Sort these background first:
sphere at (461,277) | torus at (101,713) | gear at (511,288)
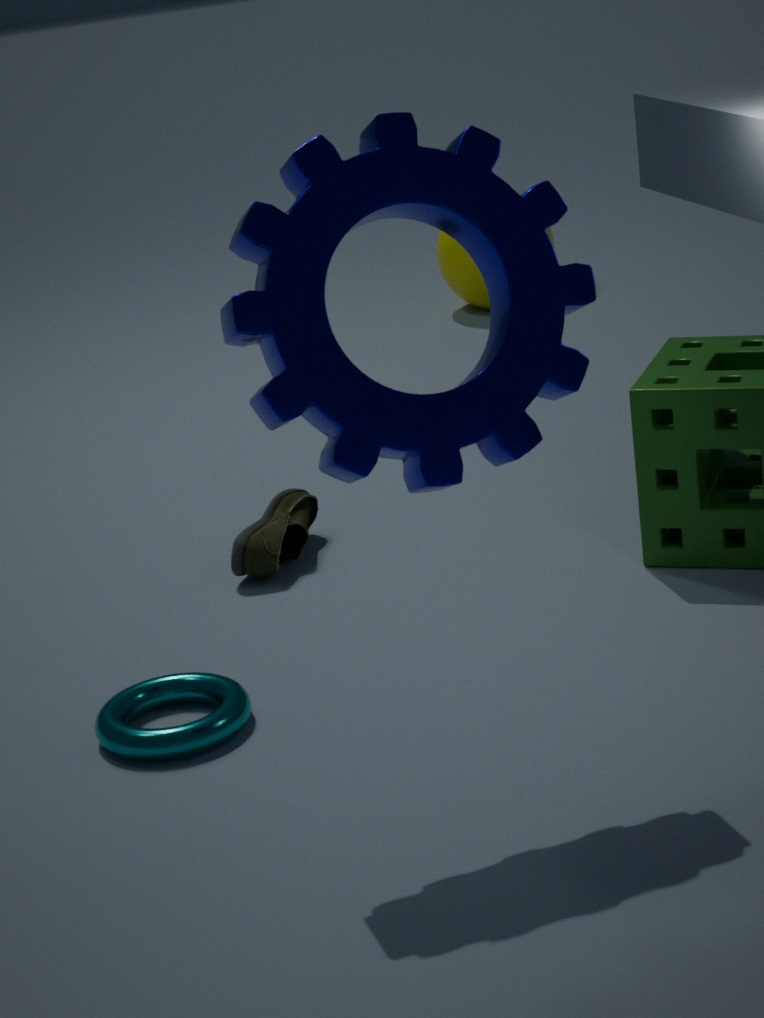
sphere at (461,277)
torus at (101,713)
gear at (511,288)
